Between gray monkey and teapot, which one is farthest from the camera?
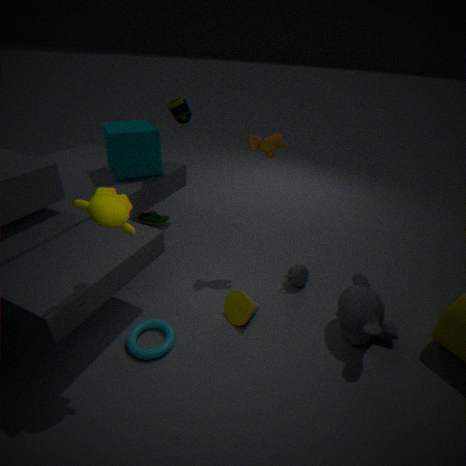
teapot
